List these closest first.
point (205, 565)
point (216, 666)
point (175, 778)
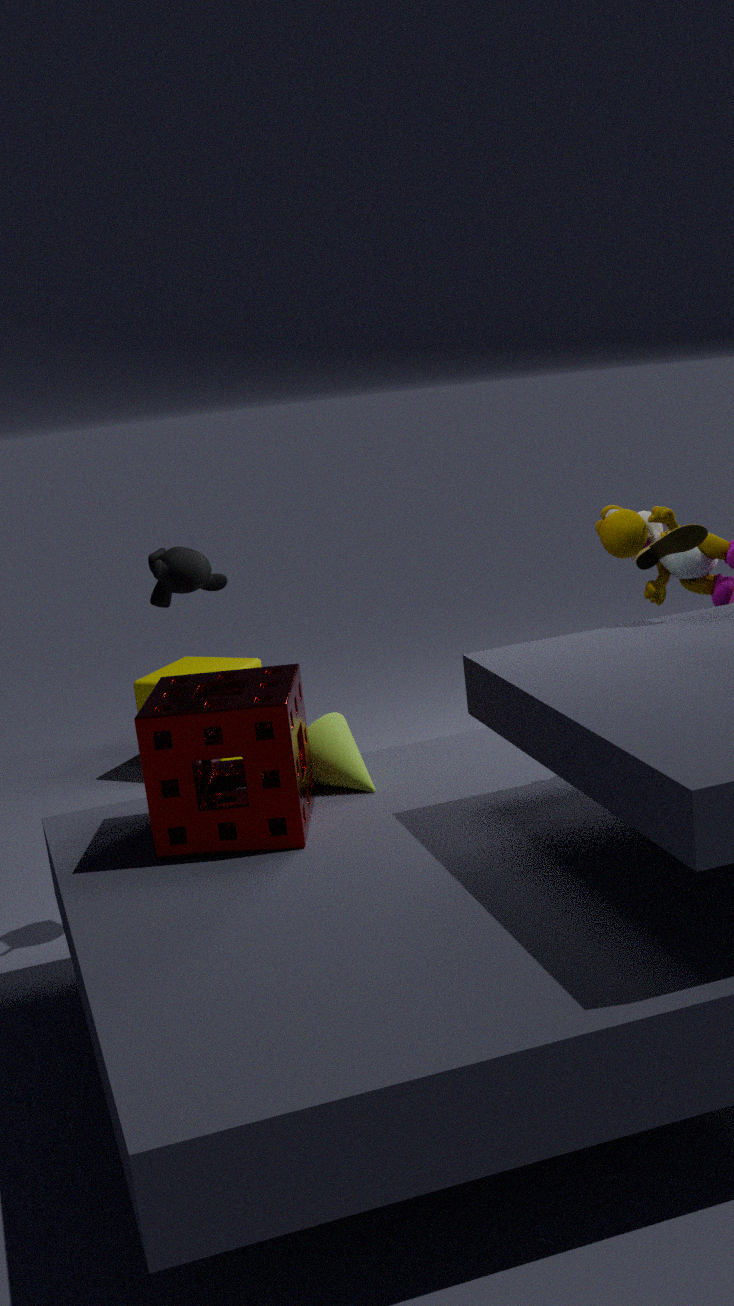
point (175, 778), point (205, 565), point (216, 666)
